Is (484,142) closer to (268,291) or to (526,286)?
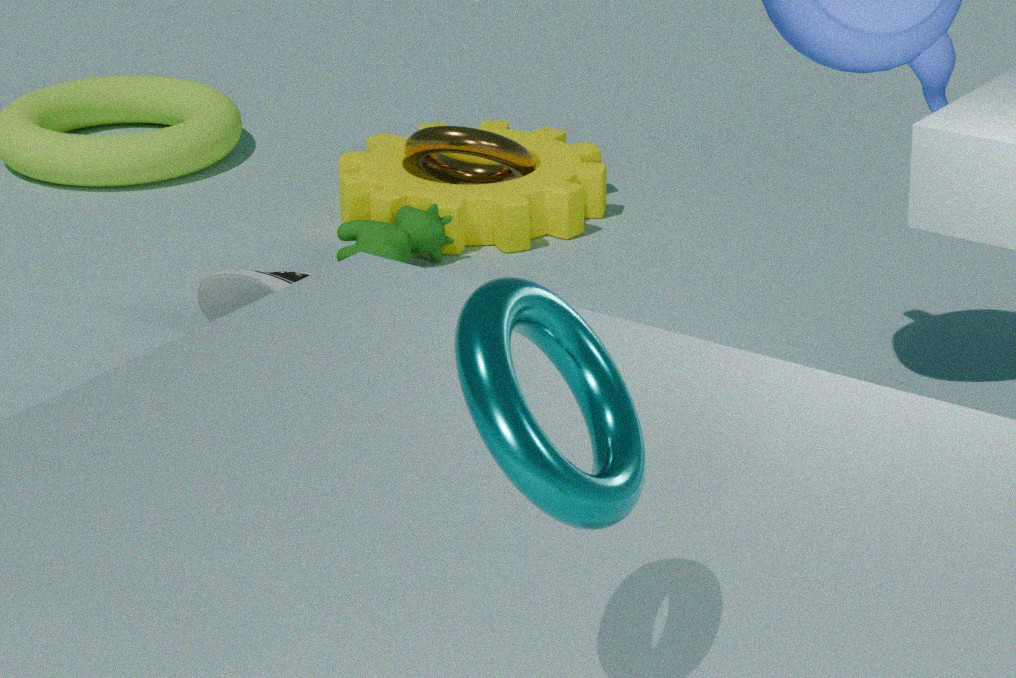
(268,291)
